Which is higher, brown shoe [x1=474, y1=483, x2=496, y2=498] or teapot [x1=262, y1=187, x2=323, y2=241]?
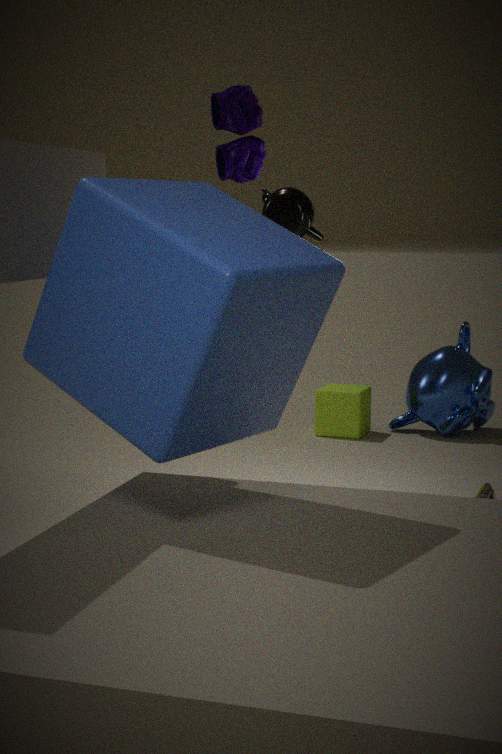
teapot [x1=262, y1=187, x2=323, y2=241]
